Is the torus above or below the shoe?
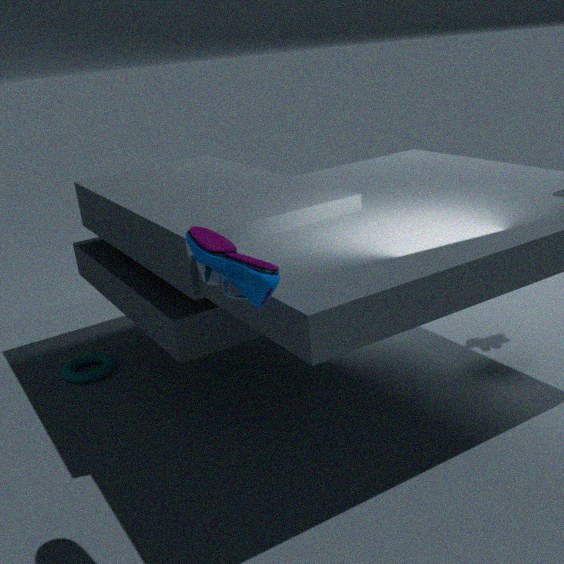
below
